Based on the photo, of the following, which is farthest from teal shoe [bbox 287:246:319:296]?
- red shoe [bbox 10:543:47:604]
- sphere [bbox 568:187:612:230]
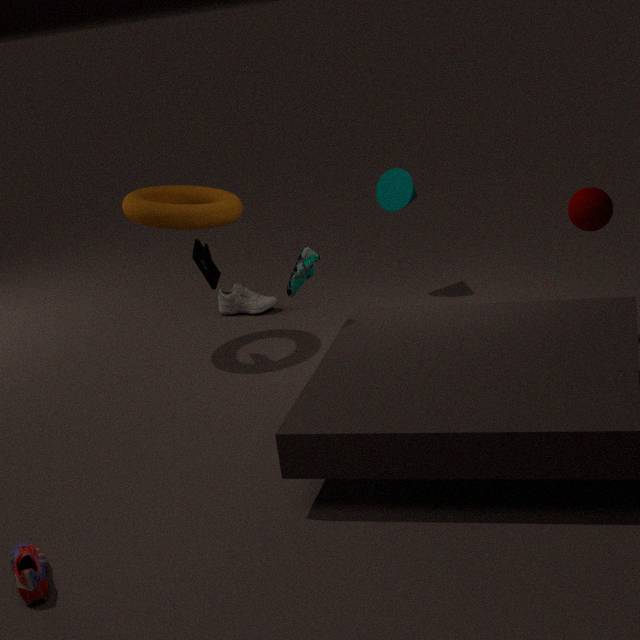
red shoe [bbox 10:543:47:604]
